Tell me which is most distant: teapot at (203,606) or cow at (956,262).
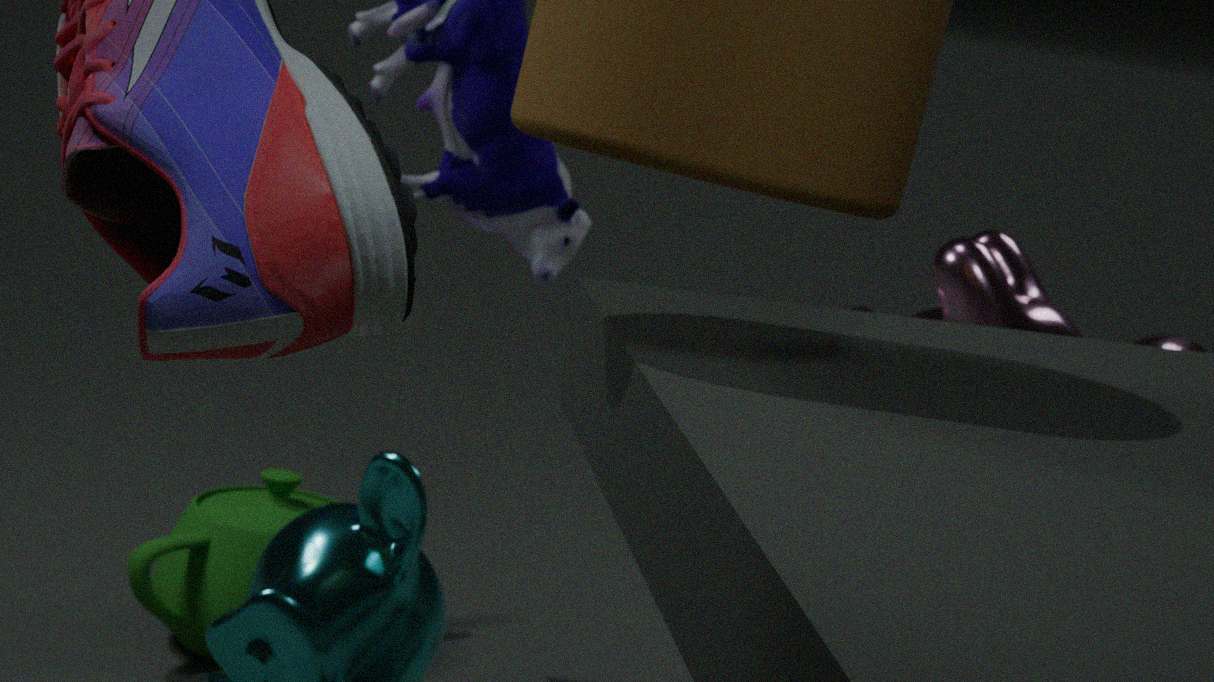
teapot at (203,606)
